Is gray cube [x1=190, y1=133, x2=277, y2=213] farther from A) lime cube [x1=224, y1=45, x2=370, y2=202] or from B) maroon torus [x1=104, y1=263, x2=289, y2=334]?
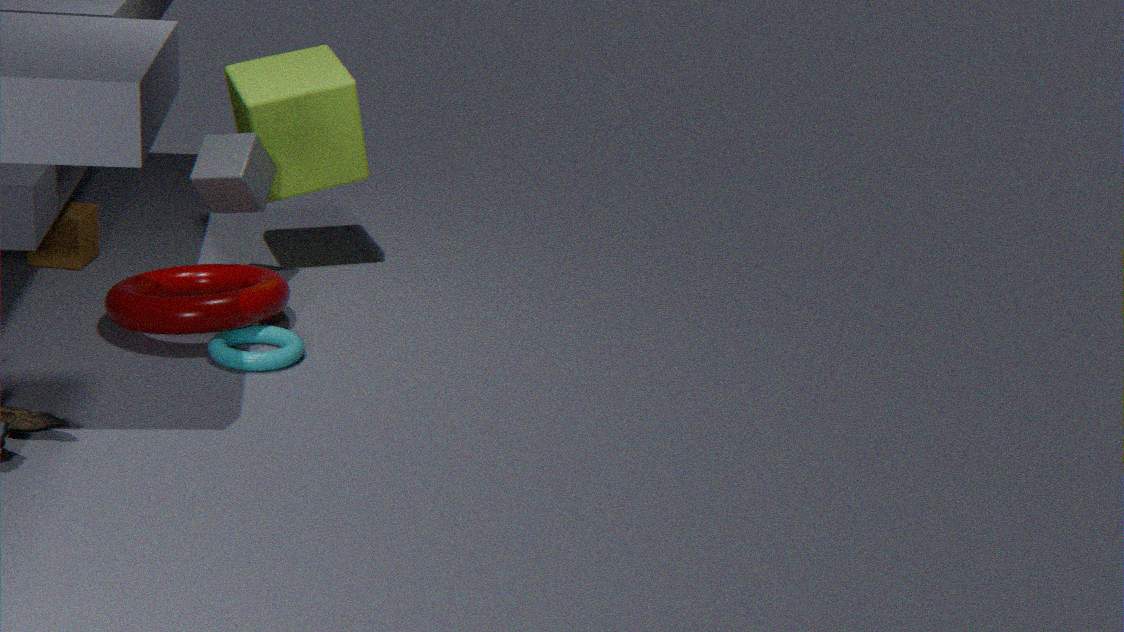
B) maroon torus [x1=104, y1=263, x2=289, y2=334]
